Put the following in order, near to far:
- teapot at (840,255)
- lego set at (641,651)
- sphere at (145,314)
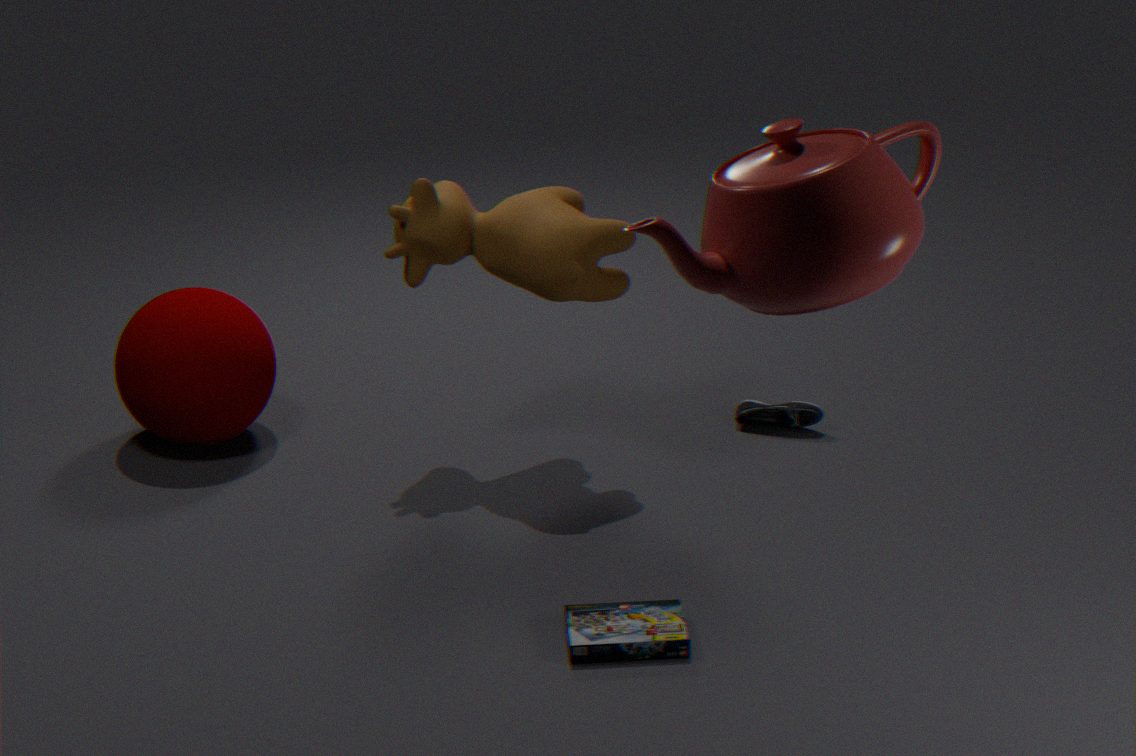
teapot at (840,255)
lego set at (641,651)
sphere at (145,314)
